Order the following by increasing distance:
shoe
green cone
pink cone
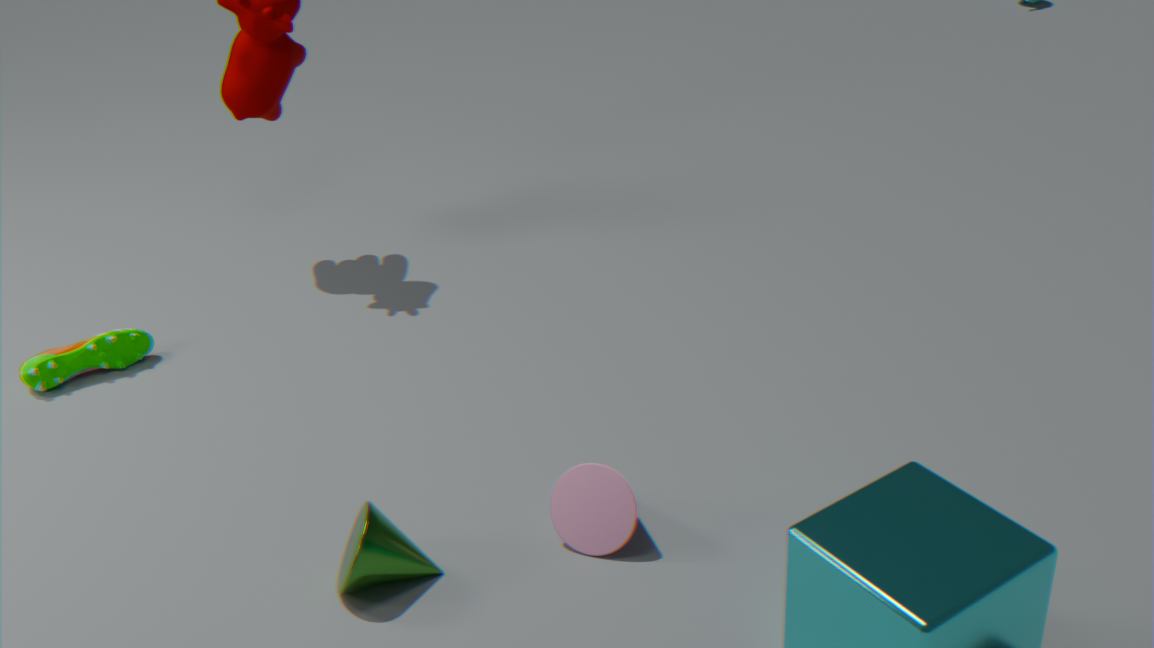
green cone, pink cone, shoe
